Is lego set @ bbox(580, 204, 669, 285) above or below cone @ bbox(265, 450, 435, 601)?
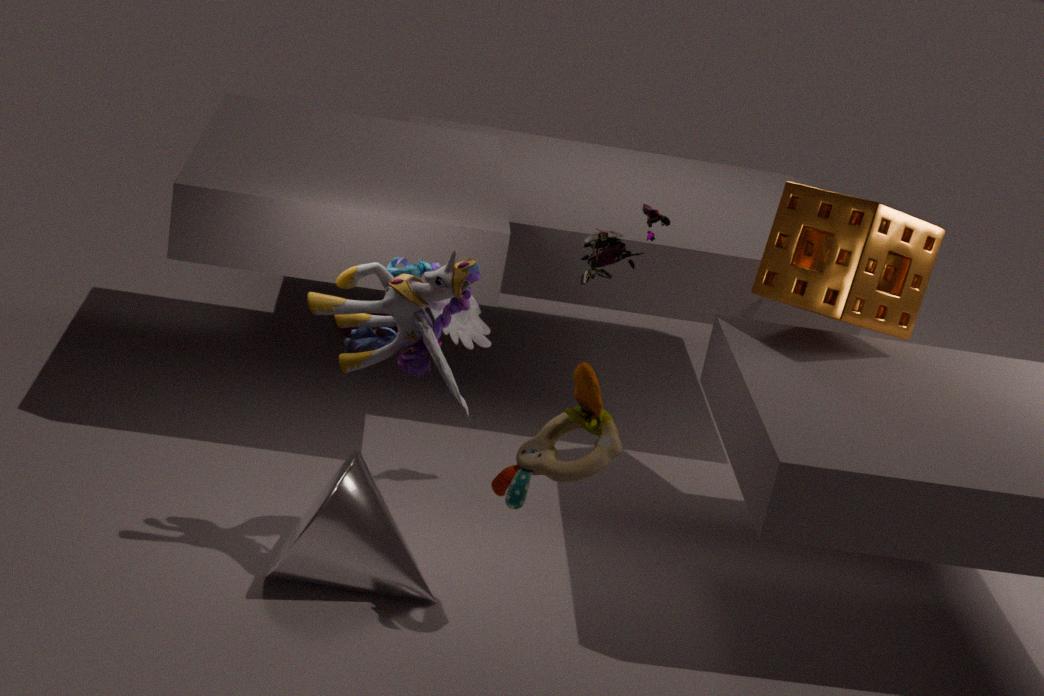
above
